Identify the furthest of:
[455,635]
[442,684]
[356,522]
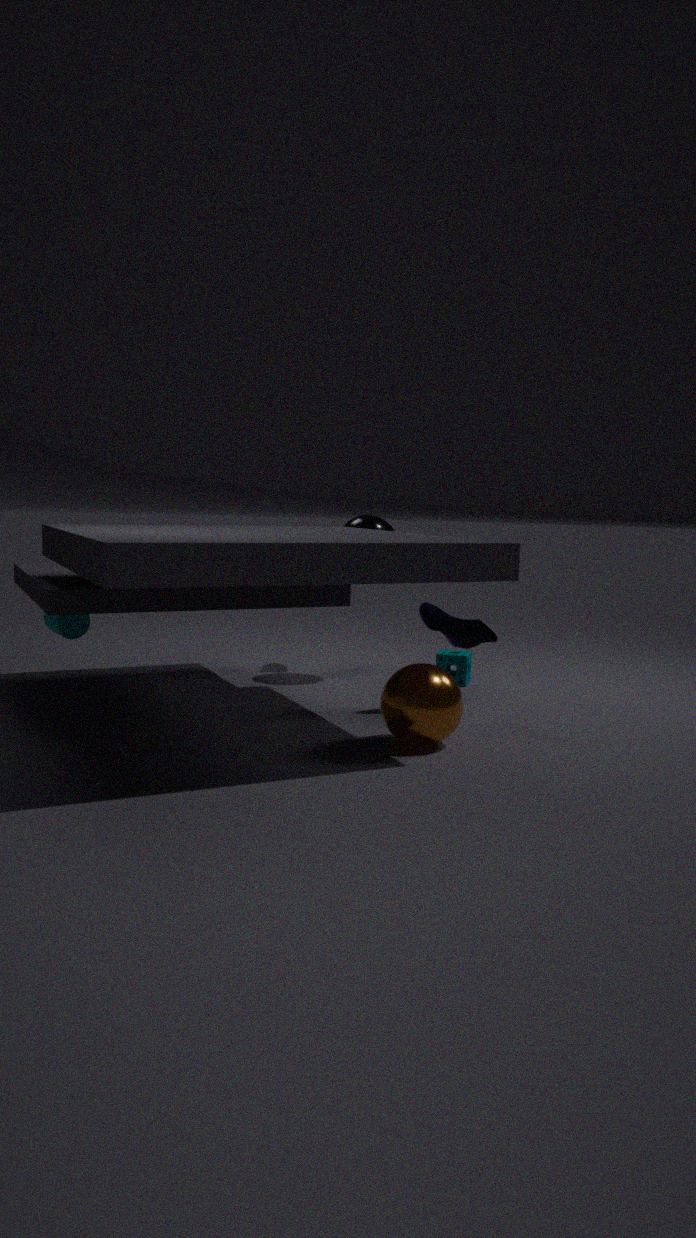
[356,522]
